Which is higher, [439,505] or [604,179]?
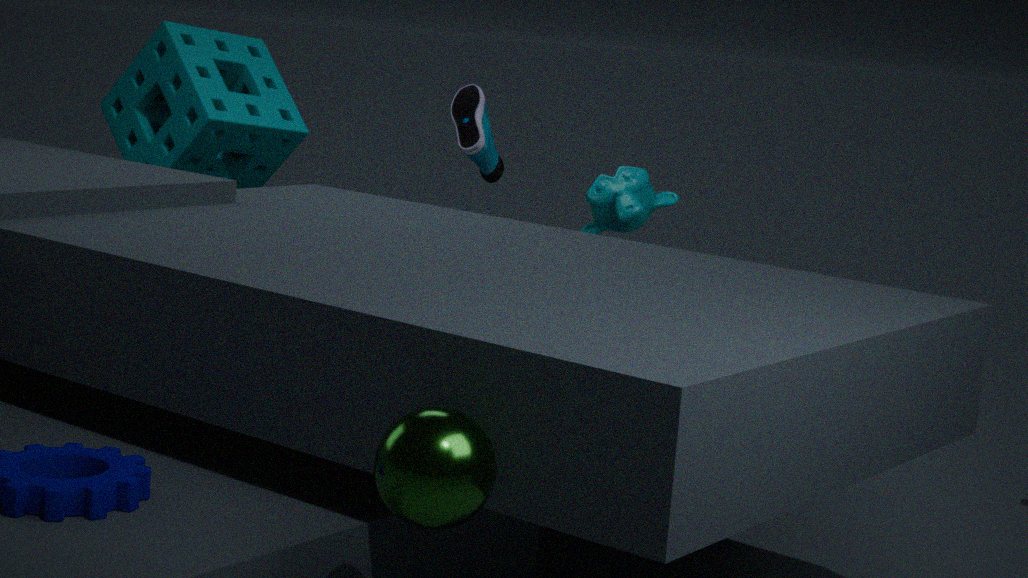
[604,179]
